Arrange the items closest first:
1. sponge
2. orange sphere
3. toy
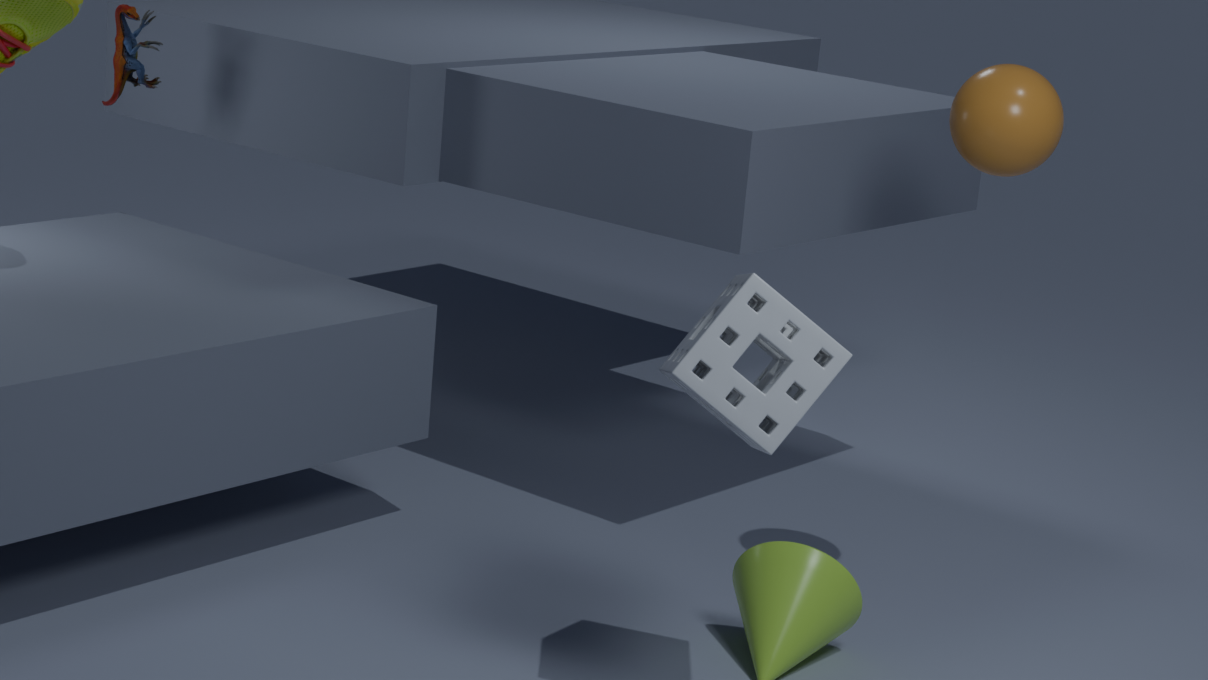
1. sponge
2. orange sphere
3. toy
